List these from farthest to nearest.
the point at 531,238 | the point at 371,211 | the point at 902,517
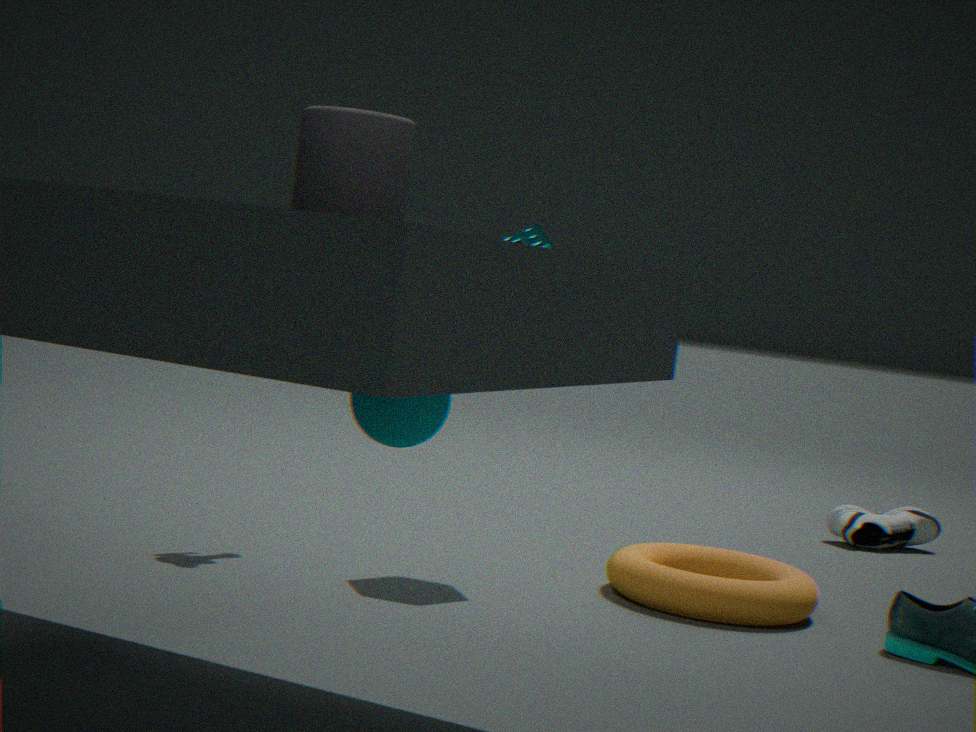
the point at 902,517
the point at 531,238
the point at 371,211
